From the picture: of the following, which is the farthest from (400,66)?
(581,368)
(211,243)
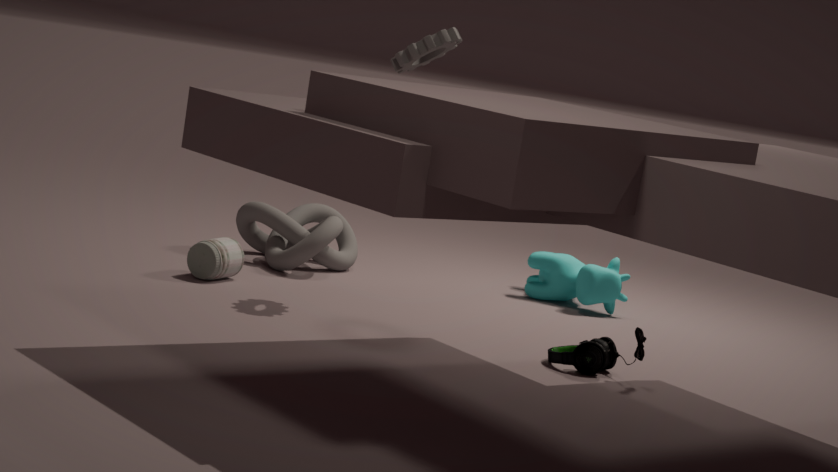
(581,368)
